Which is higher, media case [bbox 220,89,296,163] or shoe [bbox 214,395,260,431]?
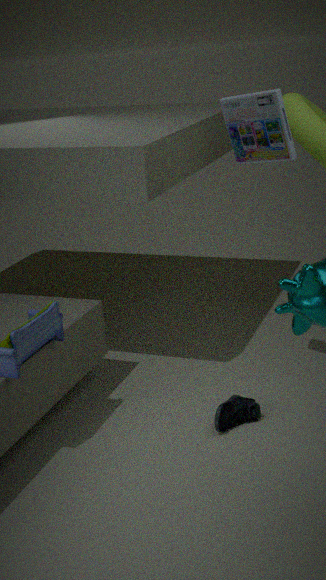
media case [bbox 220,89,296,163]
